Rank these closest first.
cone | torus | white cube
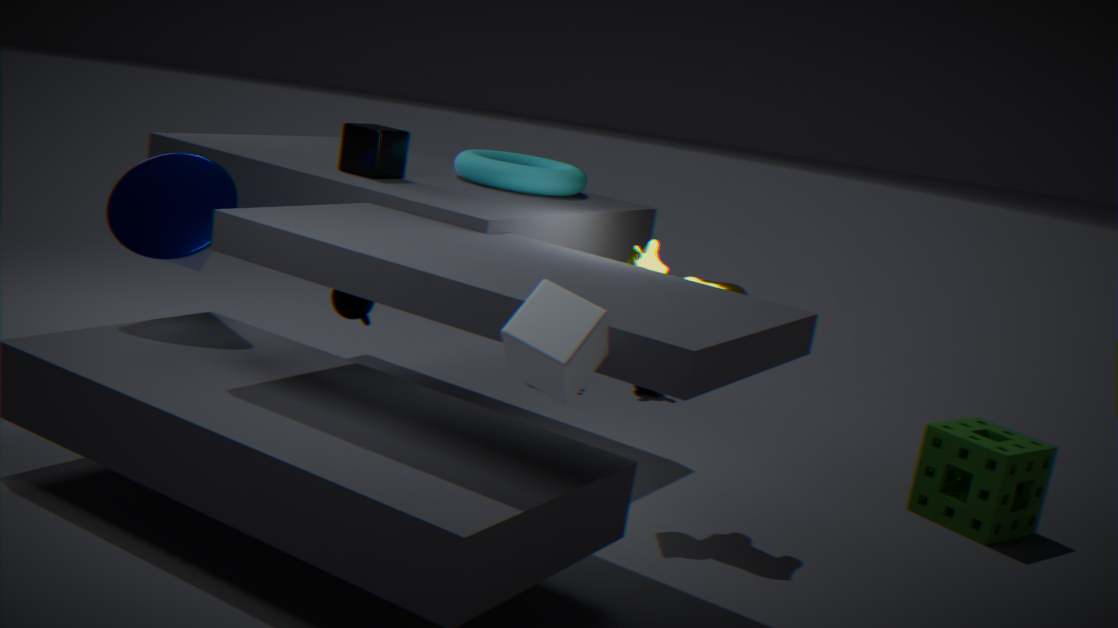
white cube → cone → torus
